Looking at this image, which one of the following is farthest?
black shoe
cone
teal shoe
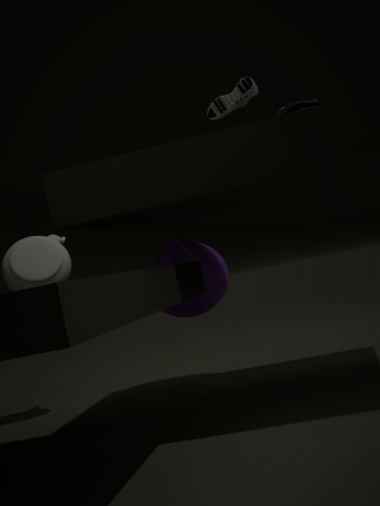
cone
